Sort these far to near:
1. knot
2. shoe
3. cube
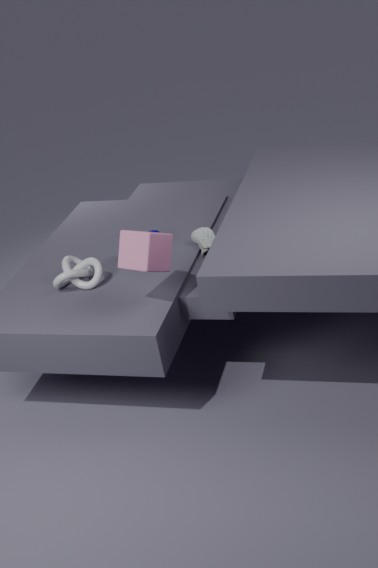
1. shoe
2. knot
3. cube
